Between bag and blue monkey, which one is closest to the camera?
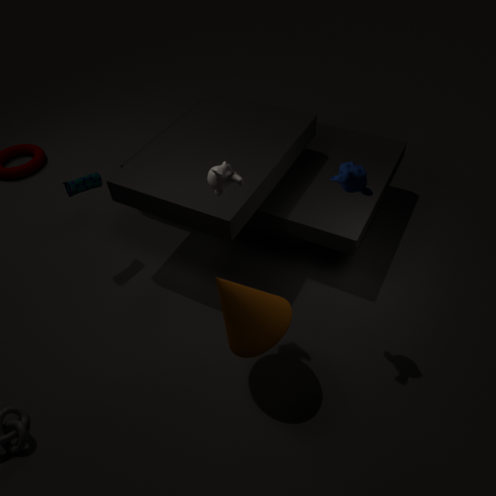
blue monkey
